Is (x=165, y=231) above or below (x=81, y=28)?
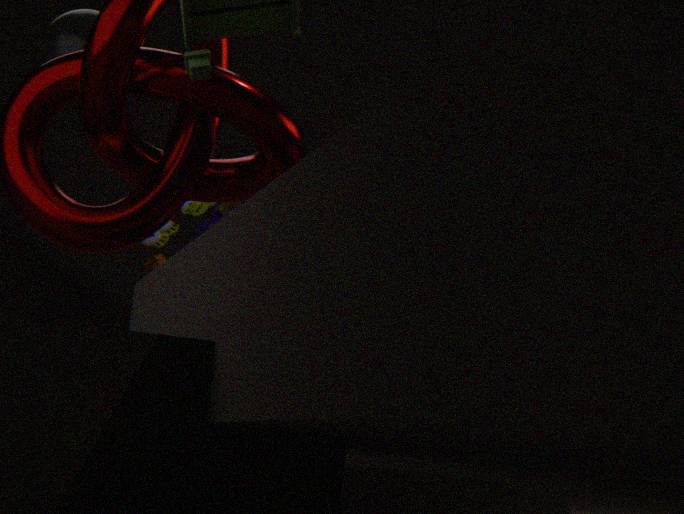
below
